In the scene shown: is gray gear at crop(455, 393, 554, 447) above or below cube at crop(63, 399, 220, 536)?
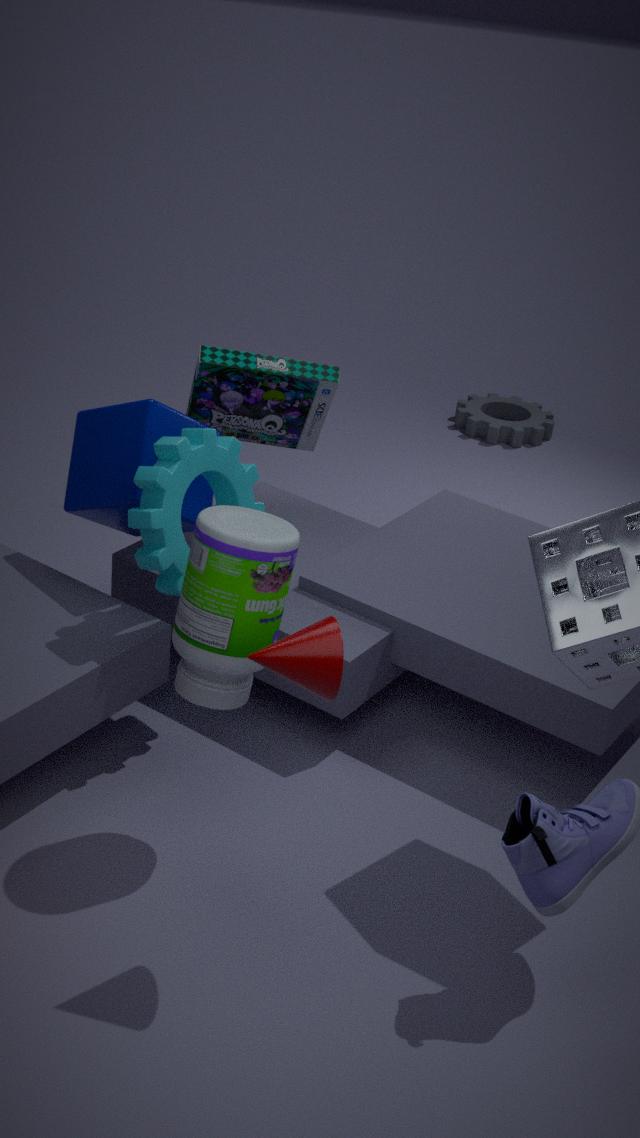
below
